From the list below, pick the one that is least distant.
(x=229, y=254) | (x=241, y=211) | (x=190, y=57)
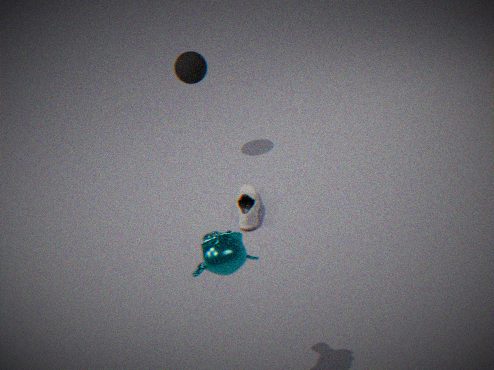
(x=229, y=254)
